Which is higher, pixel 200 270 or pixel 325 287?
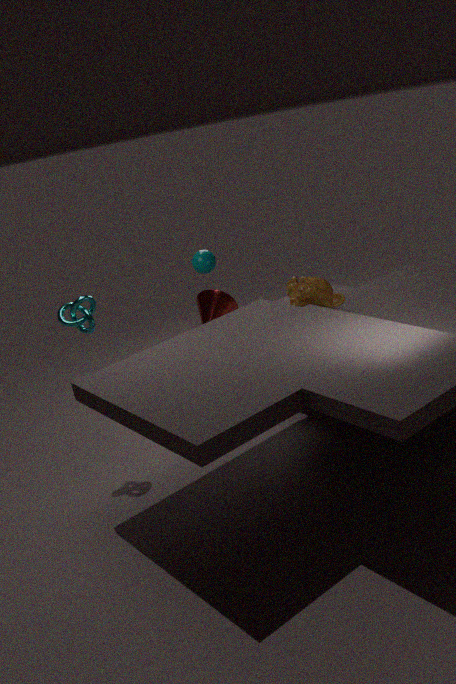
pixel 200 270
